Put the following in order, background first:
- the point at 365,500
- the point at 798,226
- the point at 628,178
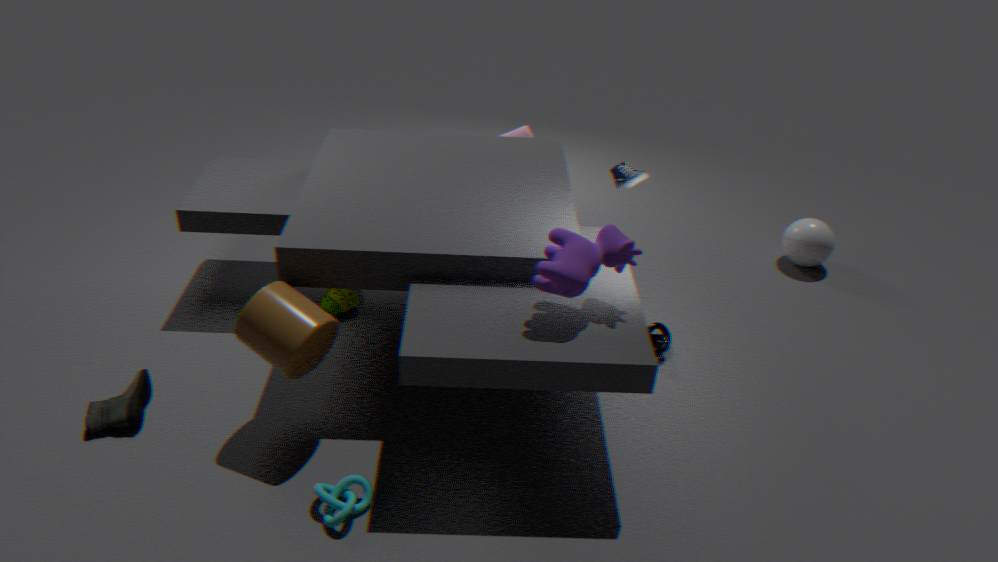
the point at 798,226, the point at 628,178, the point at 365,500
